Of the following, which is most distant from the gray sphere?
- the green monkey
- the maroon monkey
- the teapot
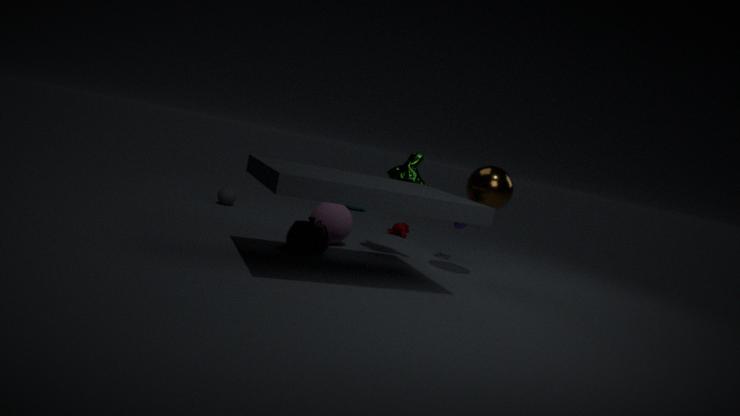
the green monkey
